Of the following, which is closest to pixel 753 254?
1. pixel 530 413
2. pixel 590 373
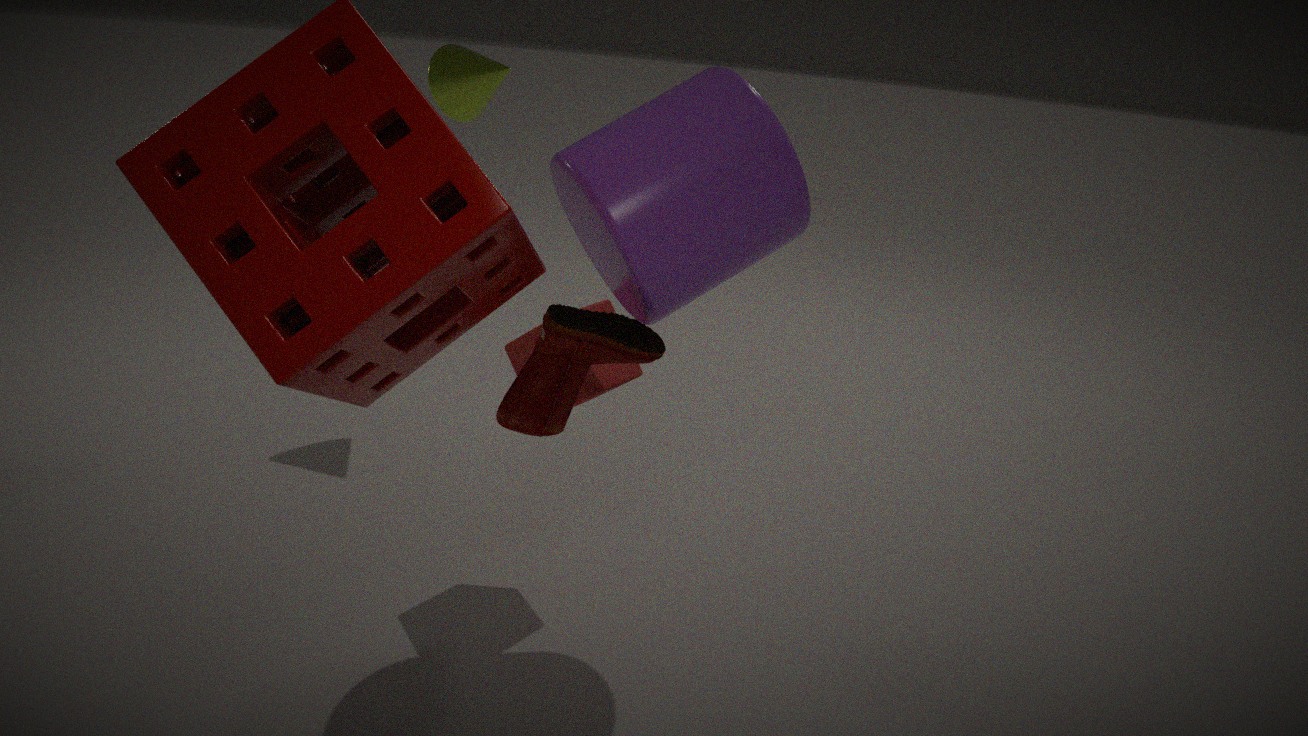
pixel 530 413
